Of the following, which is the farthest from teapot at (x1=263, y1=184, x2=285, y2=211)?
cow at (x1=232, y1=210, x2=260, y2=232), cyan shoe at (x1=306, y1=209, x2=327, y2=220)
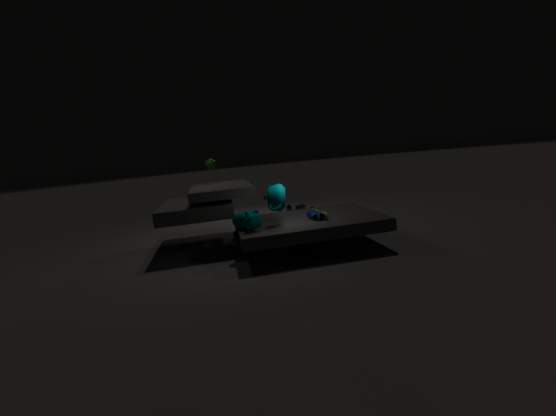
cyan shoe at (x1=306, y1=209, x2=327, y2=220)
